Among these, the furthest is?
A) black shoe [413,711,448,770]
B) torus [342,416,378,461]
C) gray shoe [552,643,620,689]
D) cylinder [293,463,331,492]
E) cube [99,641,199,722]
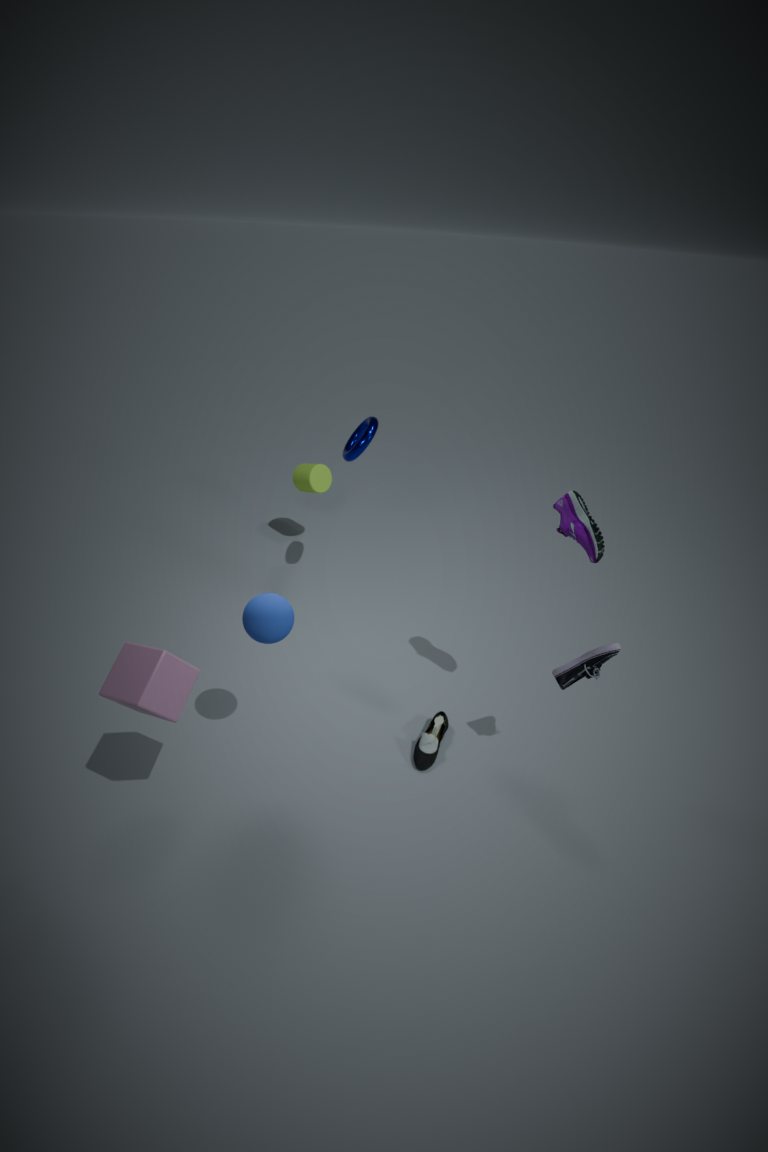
cylinder [293,463,331,492]
